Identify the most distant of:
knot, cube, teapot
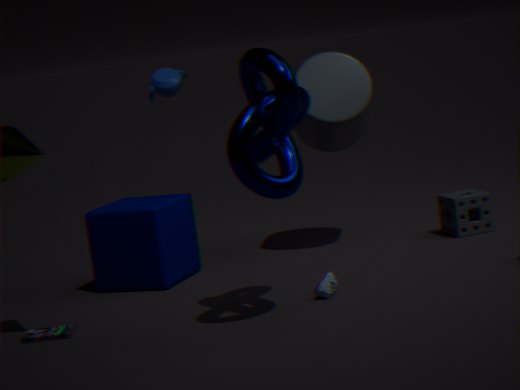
Result: teapot
